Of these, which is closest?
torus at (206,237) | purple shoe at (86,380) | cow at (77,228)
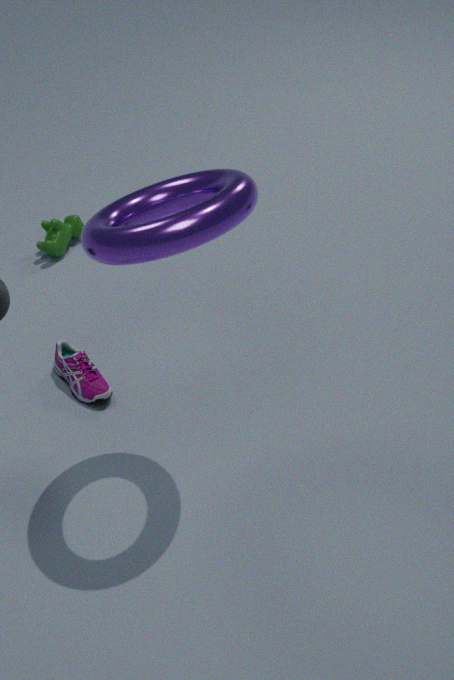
torus at (206,237)
